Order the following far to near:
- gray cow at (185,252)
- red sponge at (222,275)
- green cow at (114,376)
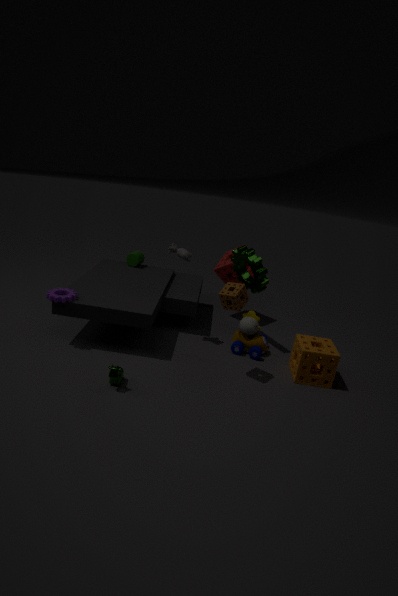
red sponge at (222,275), gray cow at (185,252), green cow at (114,376)
